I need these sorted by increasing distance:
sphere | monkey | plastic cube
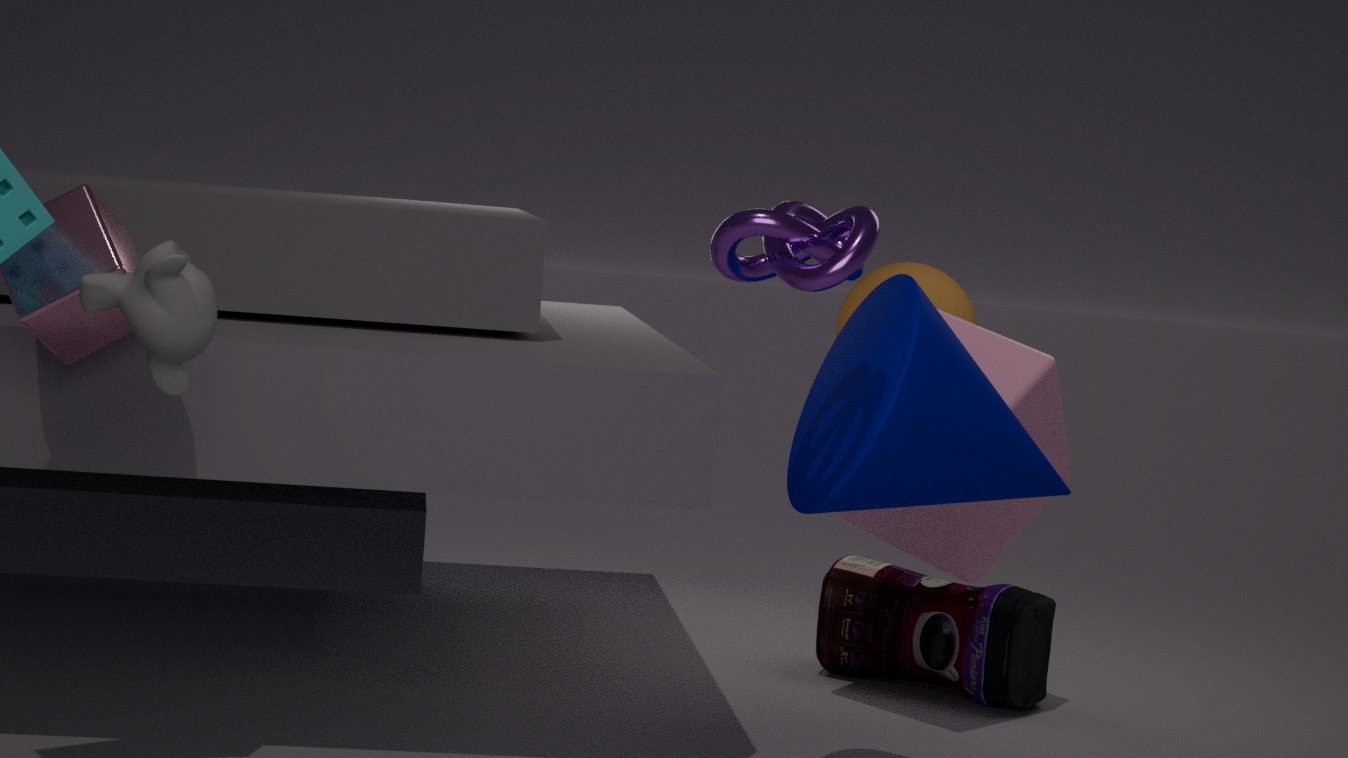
monkey → plastic cube → sphere
